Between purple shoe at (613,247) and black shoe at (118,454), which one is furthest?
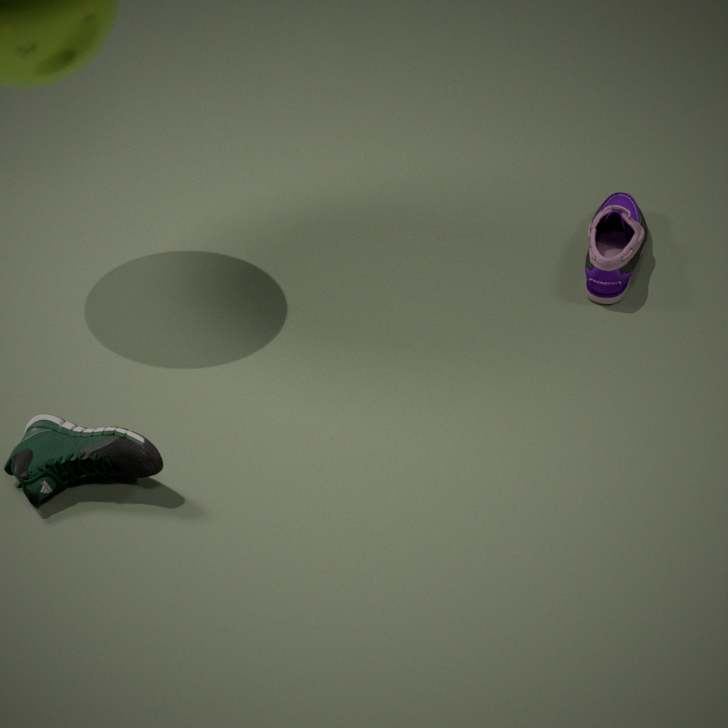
purple shoe at (613,247)
